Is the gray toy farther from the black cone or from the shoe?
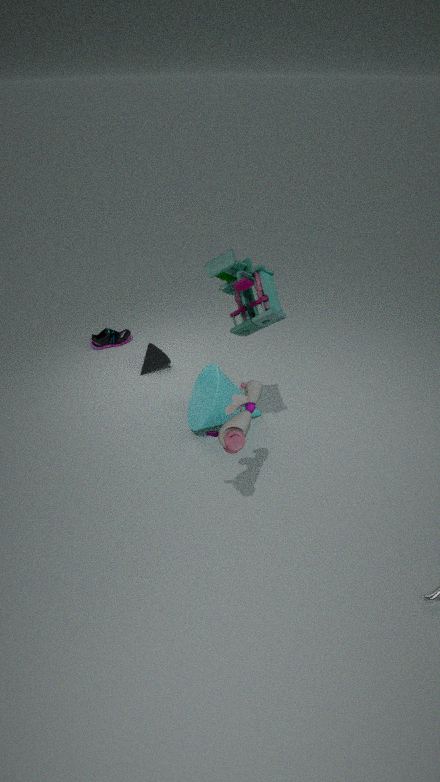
the shoe
